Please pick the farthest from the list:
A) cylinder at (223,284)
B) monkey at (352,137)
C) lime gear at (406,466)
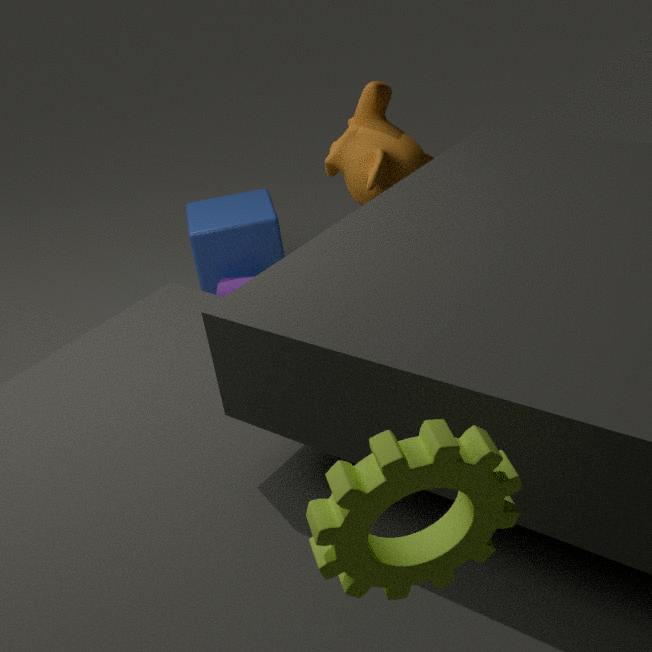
cylinder at (223,284)
